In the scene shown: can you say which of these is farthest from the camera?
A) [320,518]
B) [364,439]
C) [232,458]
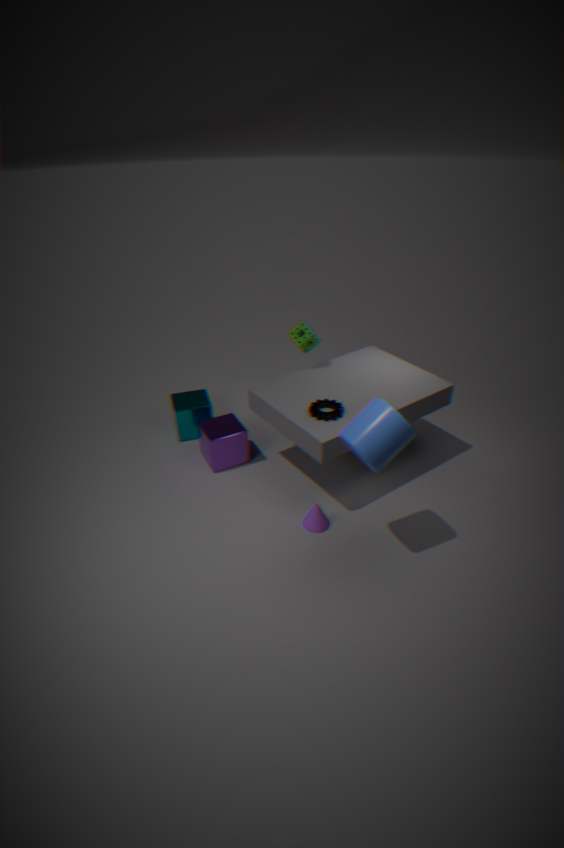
[232,458]
